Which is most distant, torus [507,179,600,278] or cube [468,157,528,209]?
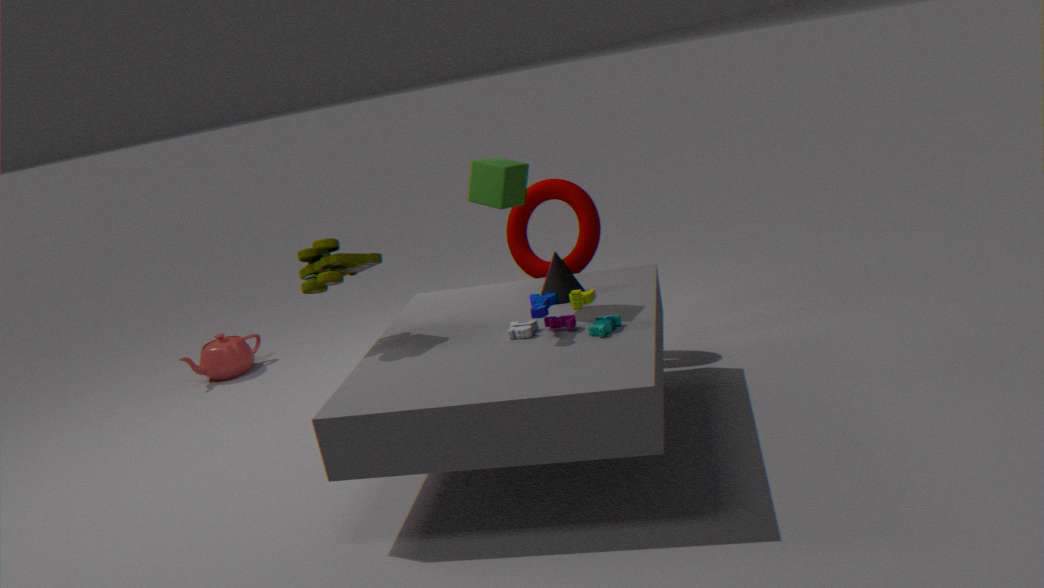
torus [507,179,600,278]
